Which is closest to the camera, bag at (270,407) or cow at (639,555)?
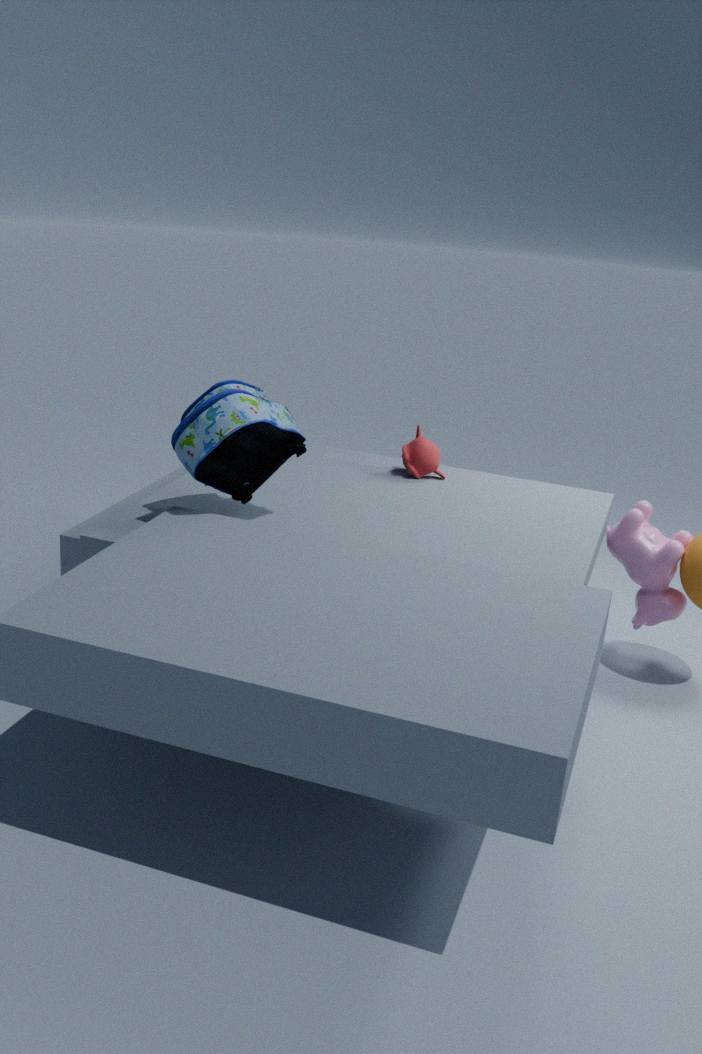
bag at (270,407)
